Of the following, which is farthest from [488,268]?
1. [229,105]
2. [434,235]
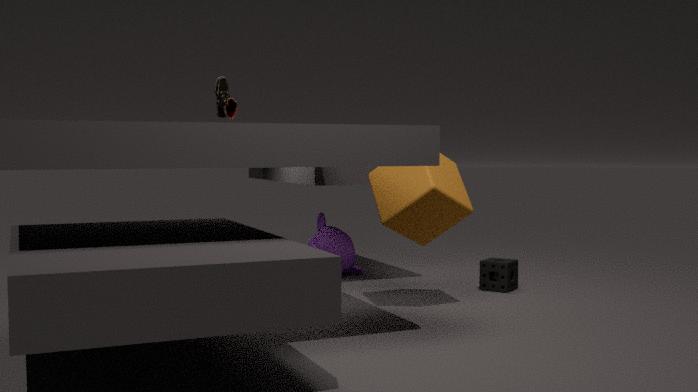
[229,105]
